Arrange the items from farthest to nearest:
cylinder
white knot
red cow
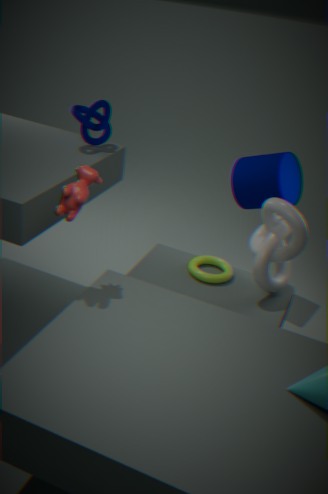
cylinder, white knot, red cow
